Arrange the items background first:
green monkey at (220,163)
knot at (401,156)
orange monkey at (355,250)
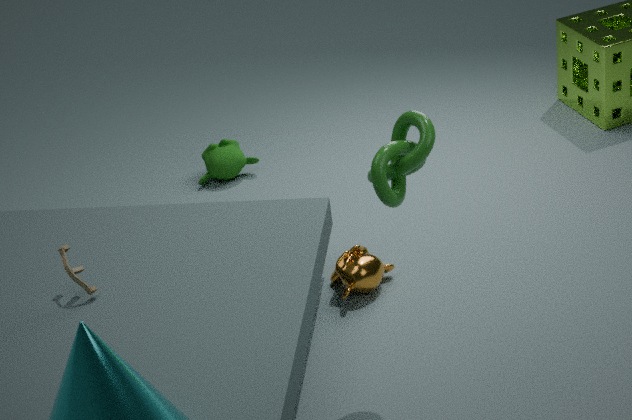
green monkey at (220,163) → orange monkey at (355,250) → knot at (401,156)
